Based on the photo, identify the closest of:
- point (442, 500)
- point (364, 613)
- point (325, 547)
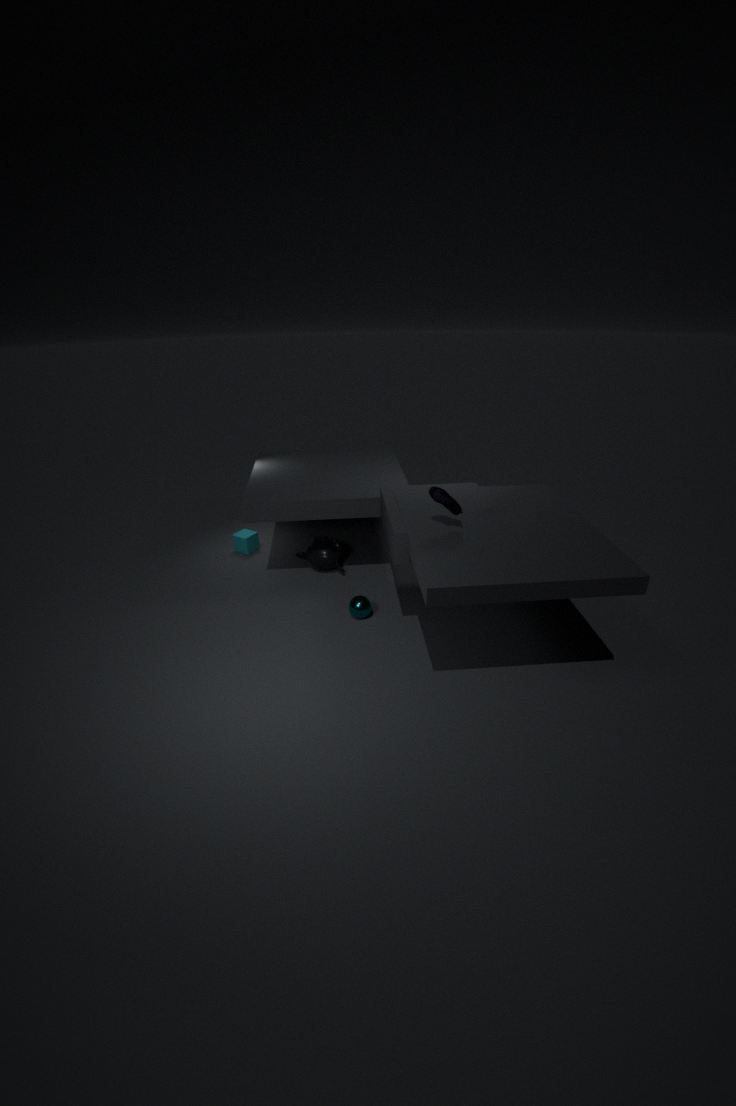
point (442, 500)
